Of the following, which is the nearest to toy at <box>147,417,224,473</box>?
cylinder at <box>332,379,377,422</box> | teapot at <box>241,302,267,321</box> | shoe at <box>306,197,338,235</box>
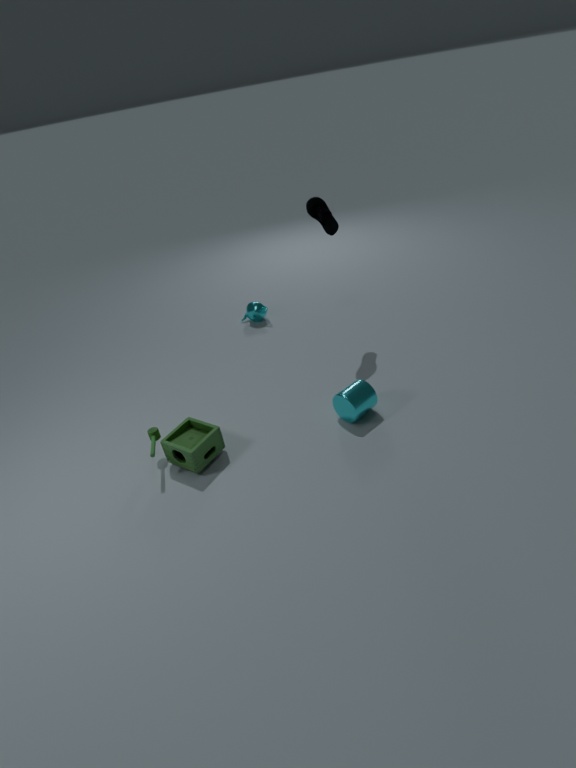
cylinder at <box>332,379,377,422</box>
